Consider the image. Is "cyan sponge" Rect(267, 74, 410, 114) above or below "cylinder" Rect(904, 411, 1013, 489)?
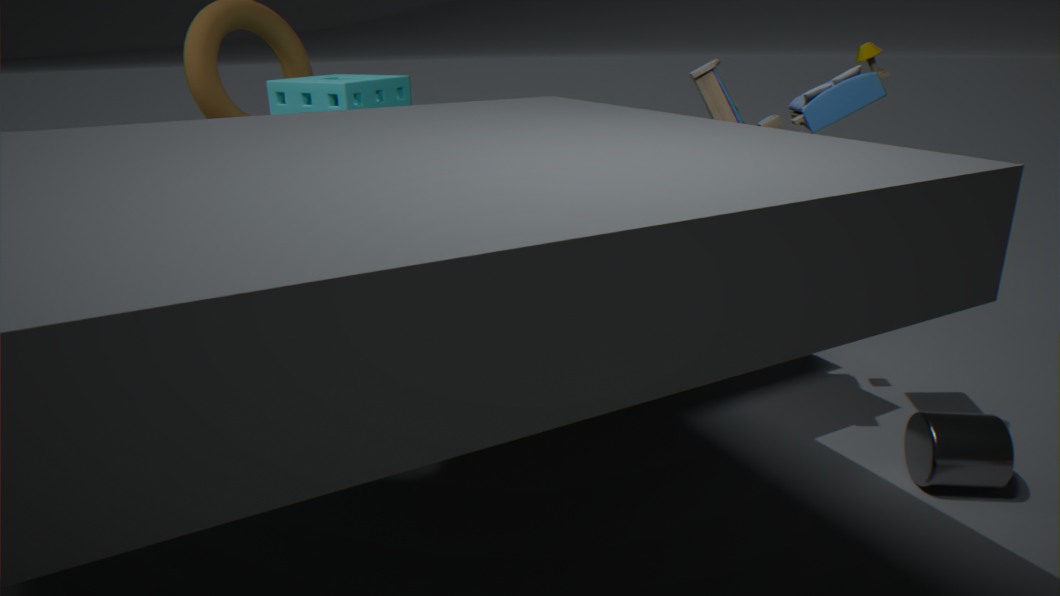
above
